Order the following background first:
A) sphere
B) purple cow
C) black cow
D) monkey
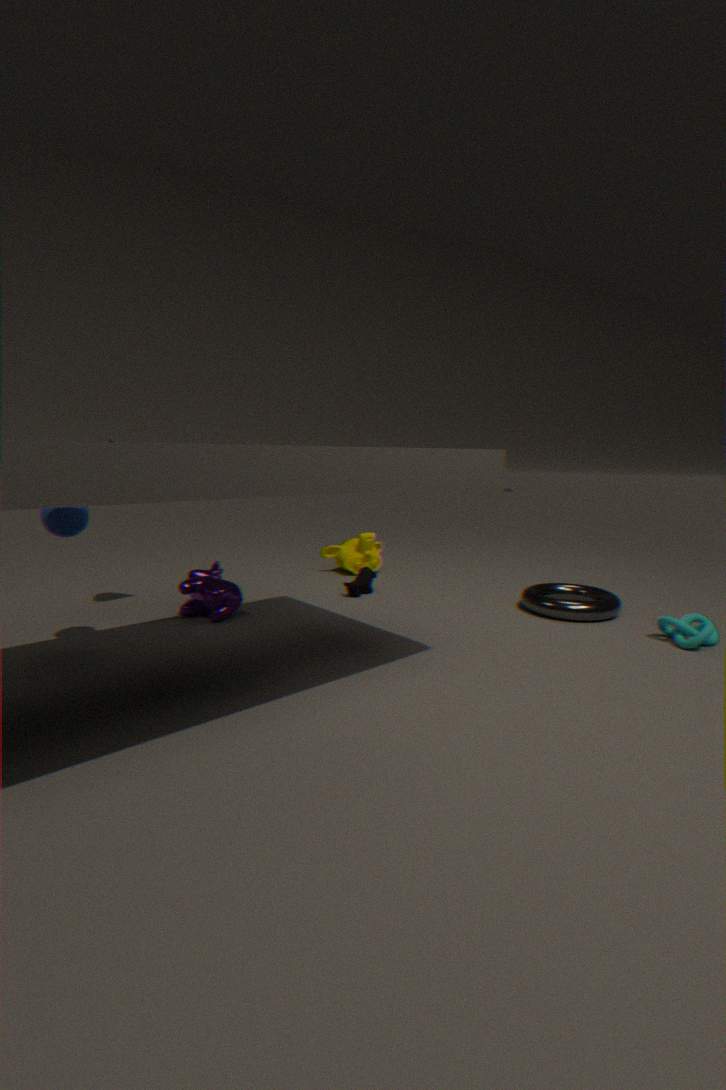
monkey, black cow, purple cow, sphere
